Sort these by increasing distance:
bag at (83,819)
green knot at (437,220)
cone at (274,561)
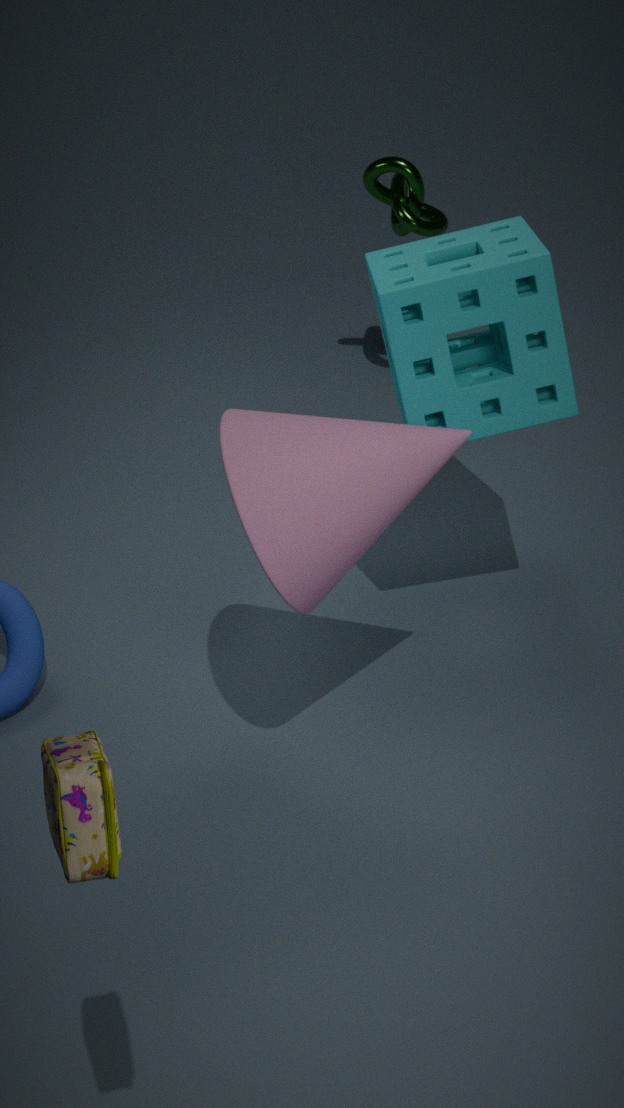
bag at (83,819) < cone at (274,561) < green knot at (437,220)
